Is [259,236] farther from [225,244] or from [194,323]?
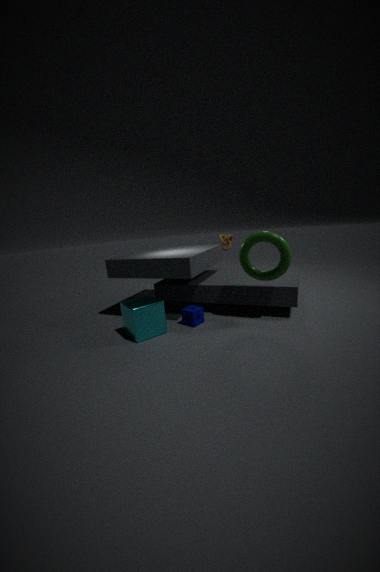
[225,244]
